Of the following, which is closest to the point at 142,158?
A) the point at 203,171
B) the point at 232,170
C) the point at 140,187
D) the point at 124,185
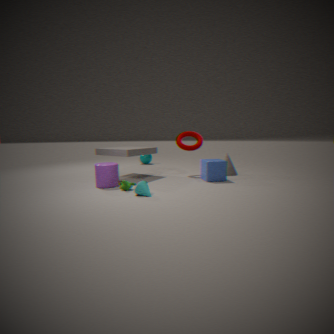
the point at 232,170
